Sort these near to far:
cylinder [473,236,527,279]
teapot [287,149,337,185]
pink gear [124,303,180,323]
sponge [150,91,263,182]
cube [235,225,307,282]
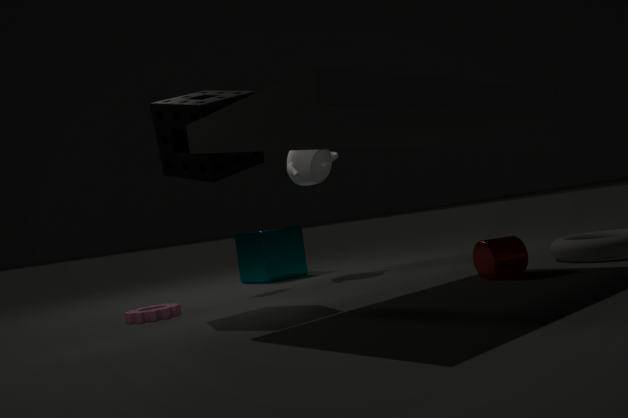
cylinder [473,236,527,279] < sponge [150,91,263,182] < pink gear [124,303,180,323] < teapot [287,149,337,185] < cube [235,225,307,282]
